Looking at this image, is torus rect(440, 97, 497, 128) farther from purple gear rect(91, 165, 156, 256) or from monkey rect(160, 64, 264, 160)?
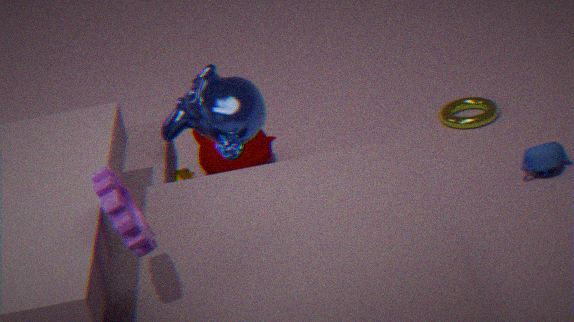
purple gear rect(91, 165, 156, 256)
